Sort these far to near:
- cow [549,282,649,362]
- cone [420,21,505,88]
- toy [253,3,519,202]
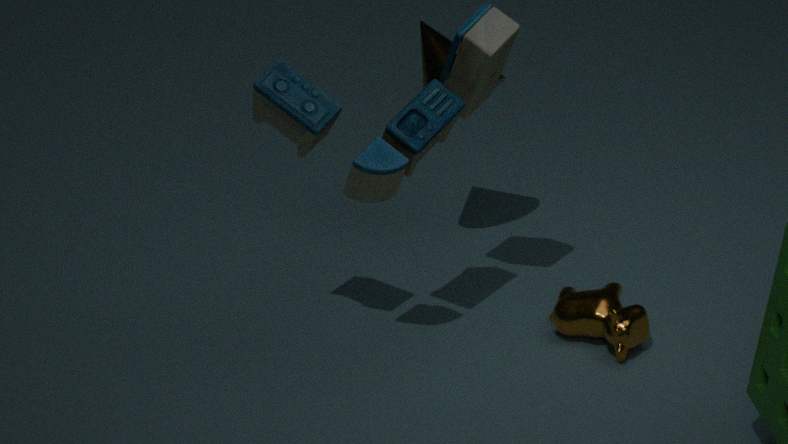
1. cone [420,21,505,88]
2. cow [549,282,649,362]
3. toy [253,3,519,202]
